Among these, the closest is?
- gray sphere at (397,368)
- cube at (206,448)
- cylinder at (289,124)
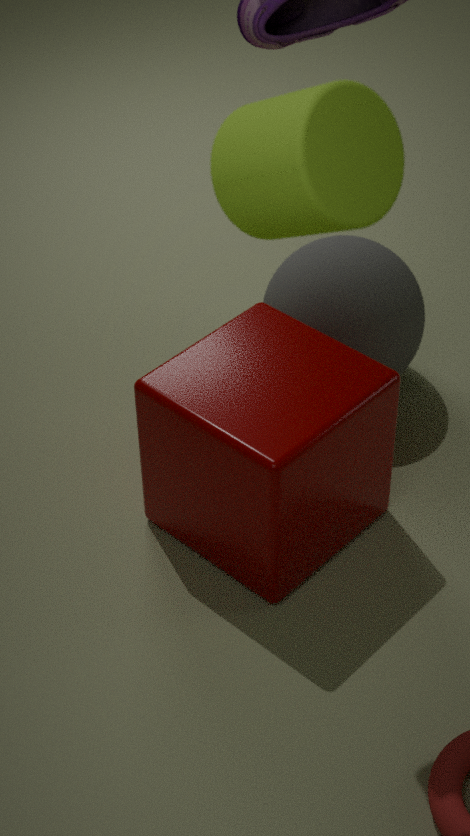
cylinder at (289,124)
